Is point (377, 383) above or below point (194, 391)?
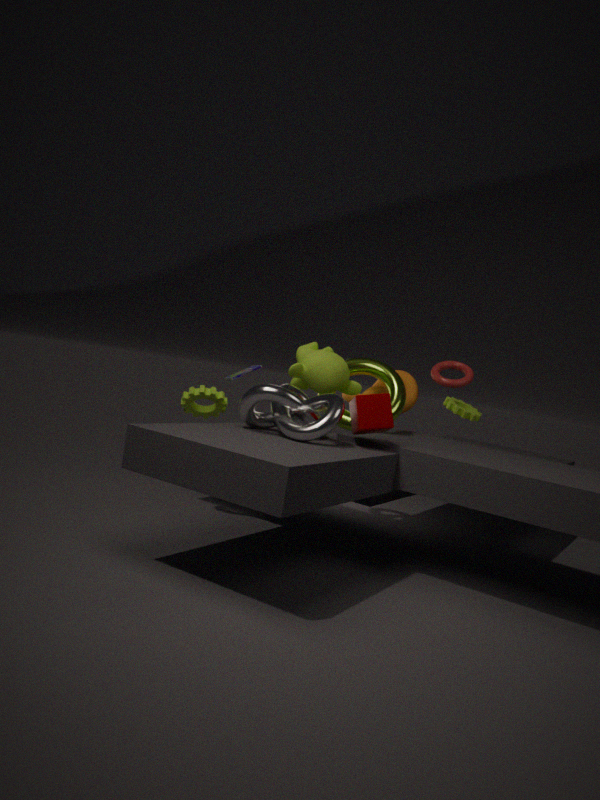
above
